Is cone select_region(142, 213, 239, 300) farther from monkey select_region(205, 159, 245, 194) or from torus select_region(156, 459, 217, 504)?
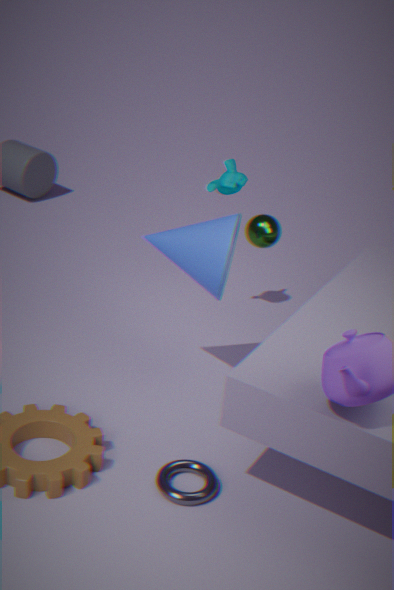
torus select_region(156, 459, 217, 504)
